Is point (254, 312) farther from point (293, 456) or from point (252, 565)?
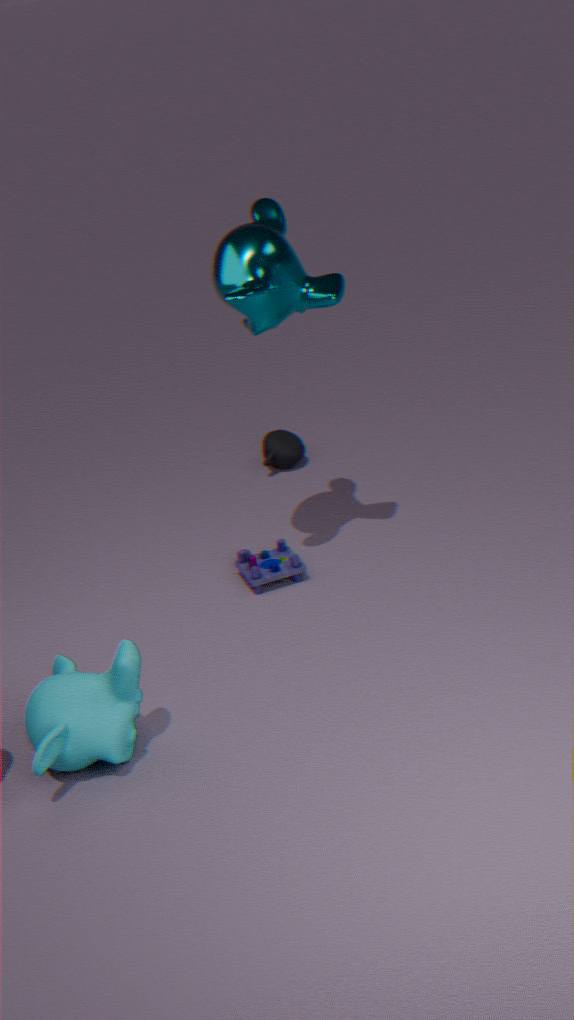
point (293, 456)
